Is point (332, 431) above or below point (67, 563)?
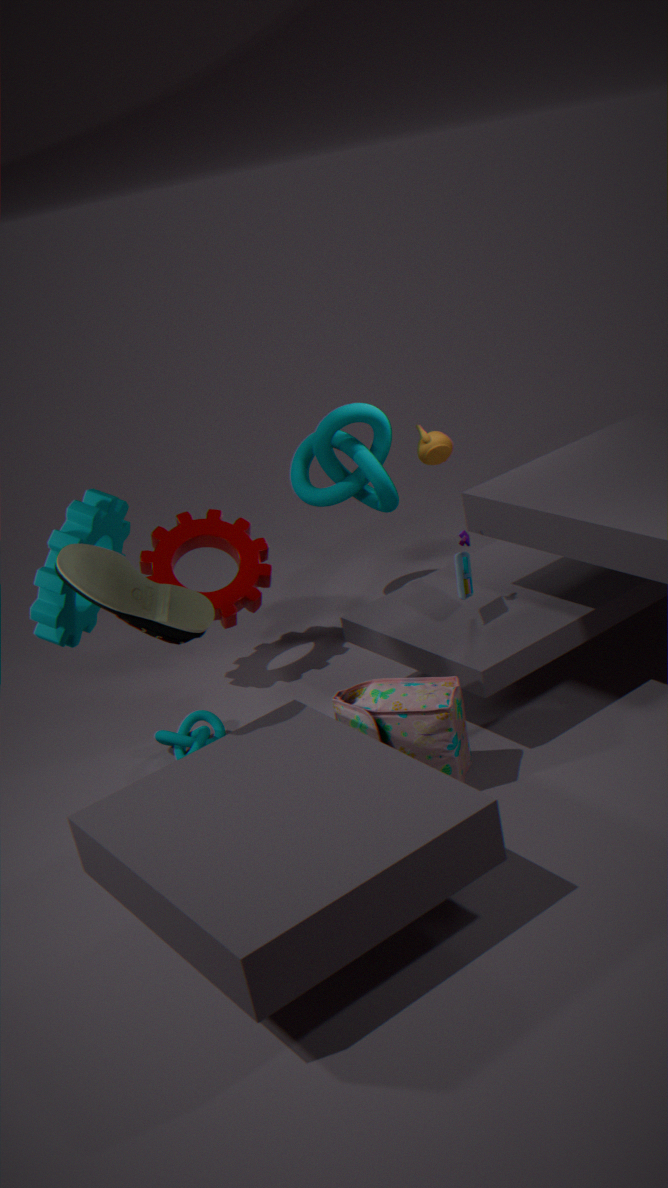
below
